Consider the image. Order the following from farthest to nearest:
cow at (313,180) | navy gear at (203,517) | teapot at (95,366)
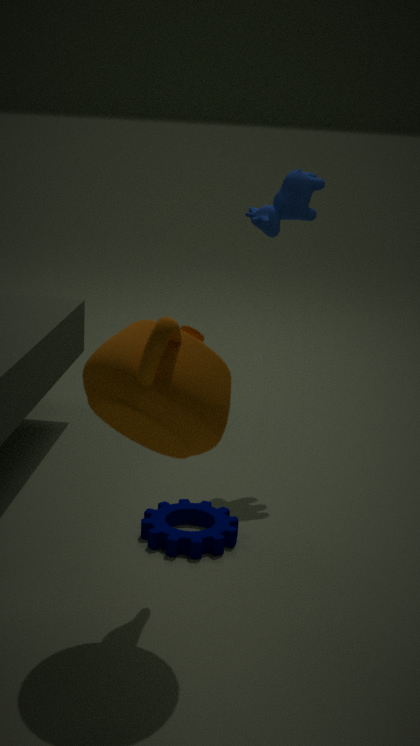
cow at (313,180) < navy gear at (203,517) < teapot at (95,366)
